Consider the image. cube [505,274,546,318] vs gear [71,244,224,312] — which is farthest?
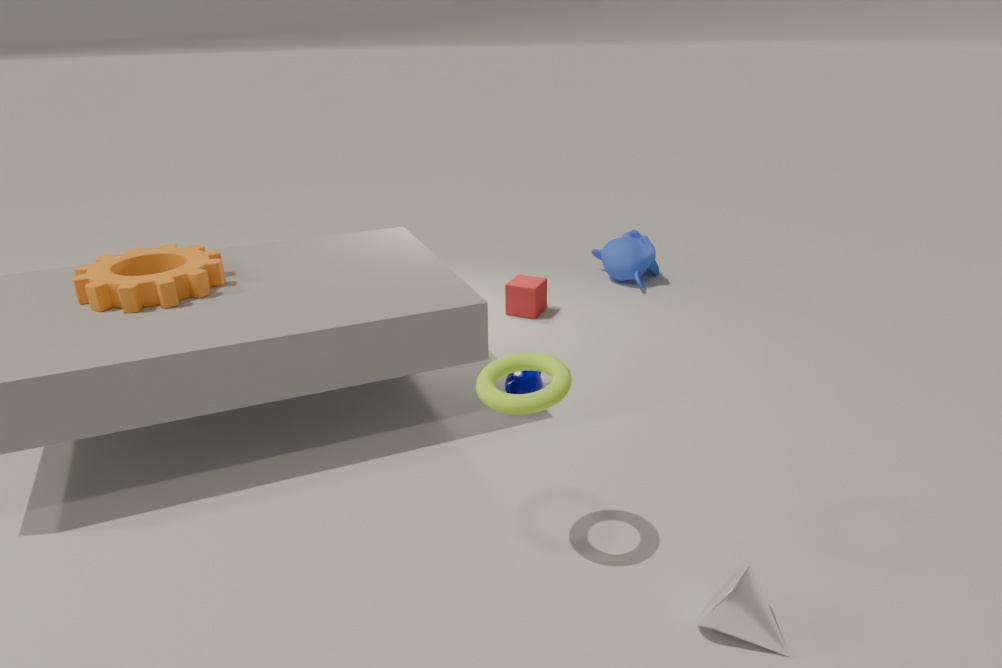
cube [505,274,546,318]
